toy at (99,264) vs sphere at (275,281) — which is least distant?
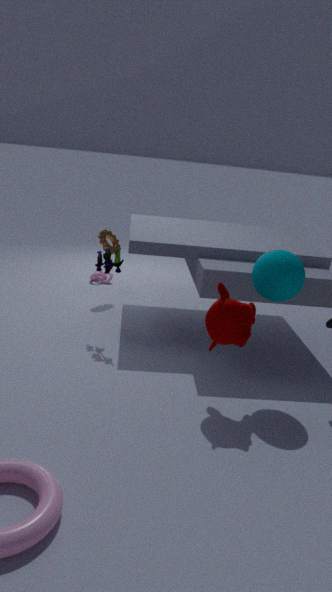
sphere at (275,281)
